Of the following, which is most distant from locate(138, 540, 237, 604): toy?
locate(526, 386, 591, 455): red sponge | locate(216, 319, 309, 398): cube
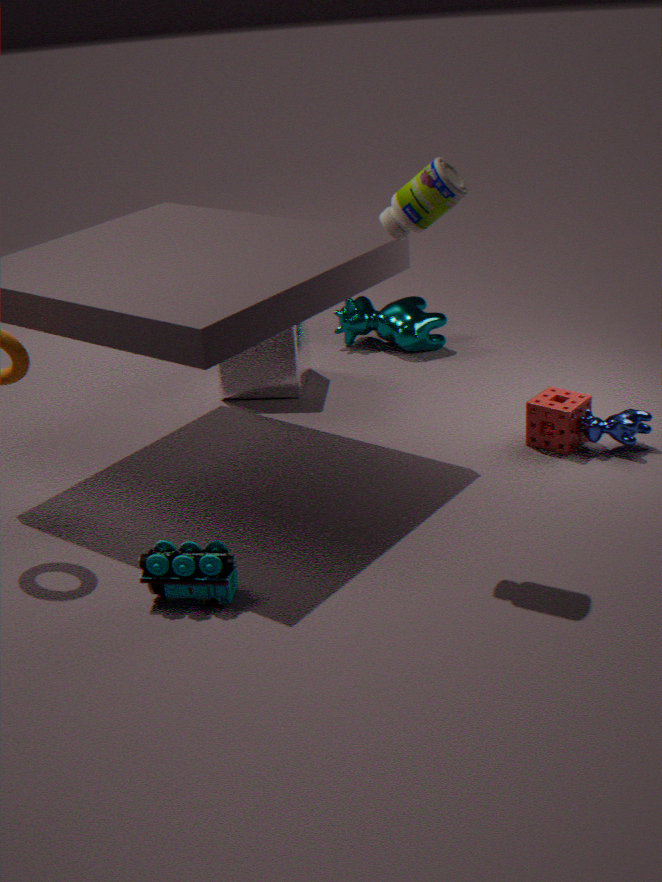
locate(216, 319, 309, 398): cube
